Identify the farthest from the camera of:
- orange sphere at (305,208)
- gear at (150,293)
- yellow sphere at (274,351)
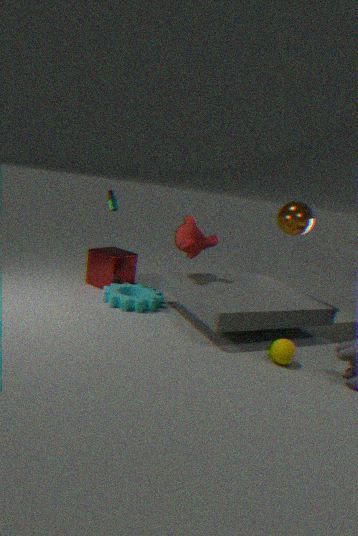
orange sphere at (305,208)
